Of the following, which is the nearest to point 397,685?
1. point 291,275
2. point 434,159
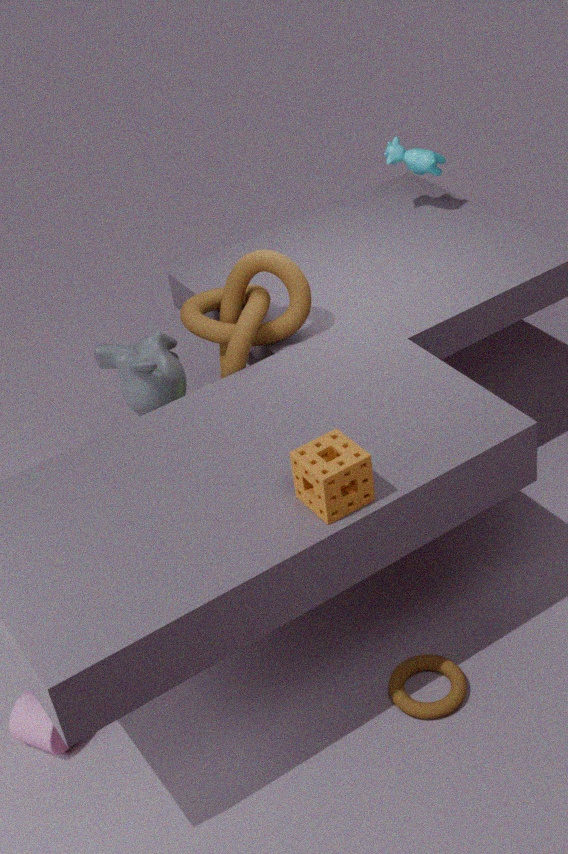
point 291,275
